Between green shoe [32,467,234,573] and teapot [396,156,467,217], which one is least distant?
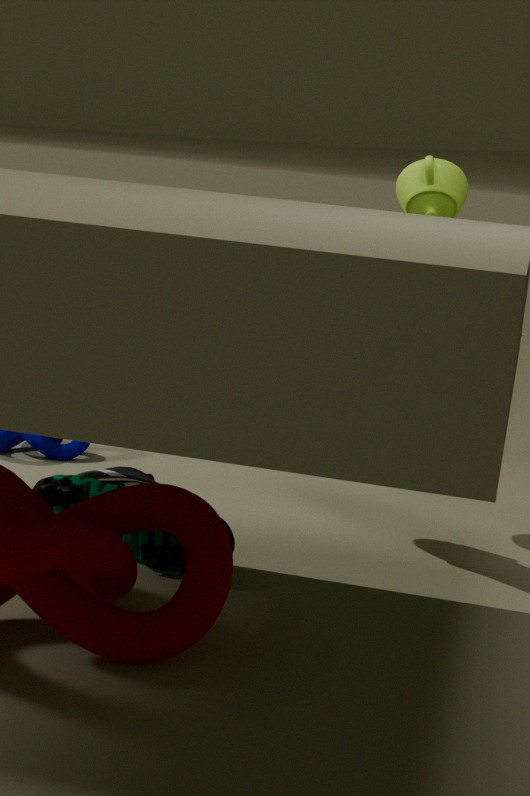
green shoe [32,467,234,573]
